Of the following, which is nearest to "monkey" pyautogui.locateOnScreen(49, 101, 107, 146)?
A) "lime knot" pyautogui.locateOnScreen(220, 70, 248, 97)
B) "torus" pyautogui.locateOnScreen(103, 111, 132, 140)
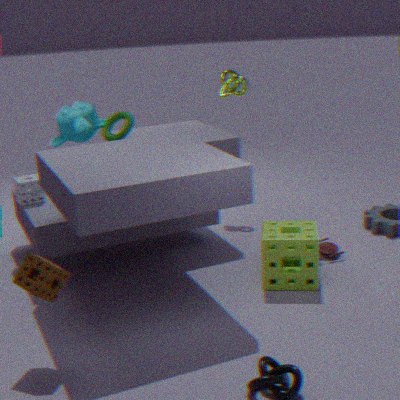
"torus" pyautogui.locateOnScreen(103, 111, 132, 140)
